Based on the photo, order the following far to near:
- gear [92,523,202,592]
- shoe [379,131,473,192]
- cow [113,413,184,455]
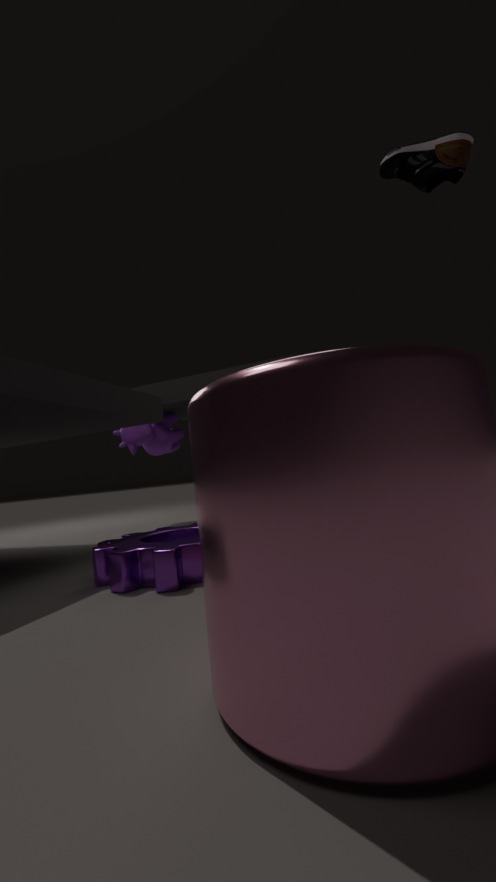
1. cow [113,413,184,455]
2. gear [92,523,202,592]
3. shoe [379,131,473,192]
